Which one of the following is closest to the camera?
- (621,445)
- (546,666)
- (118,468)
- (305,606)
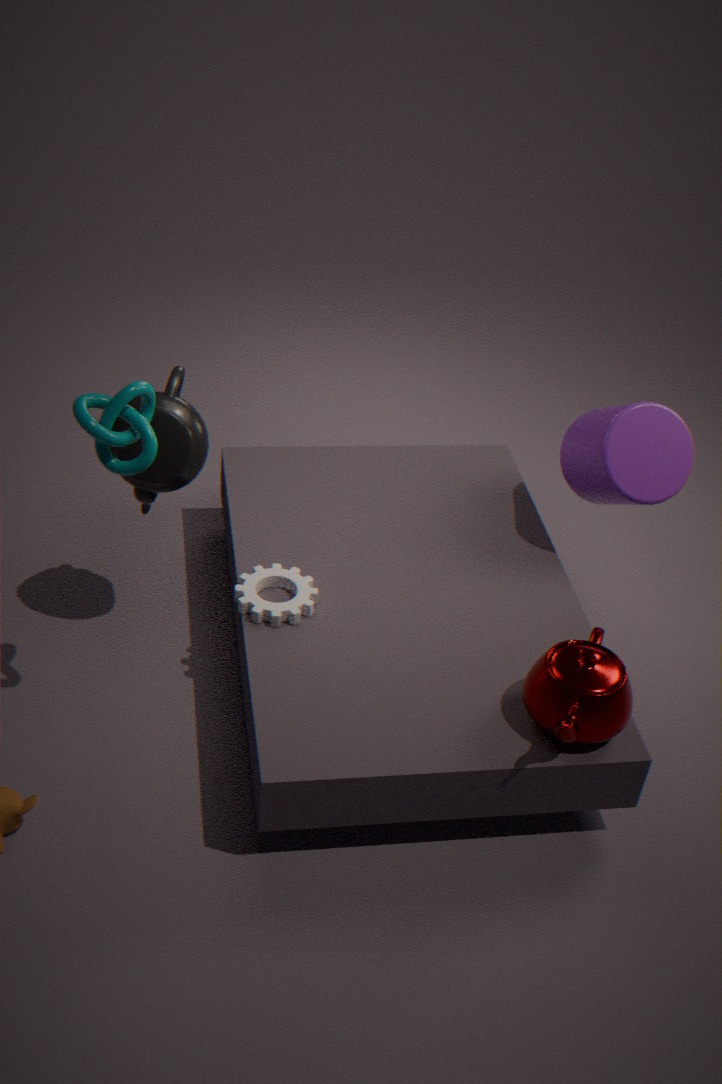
(118,468)
